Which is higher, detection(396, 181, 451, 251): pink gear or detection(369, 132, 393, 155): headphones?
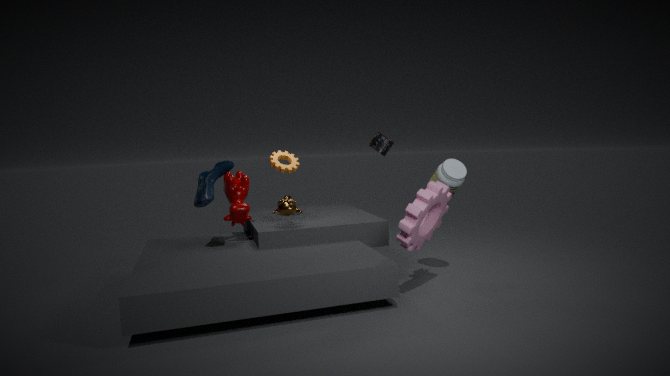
detection(369, 132, 393, 155): headphones
